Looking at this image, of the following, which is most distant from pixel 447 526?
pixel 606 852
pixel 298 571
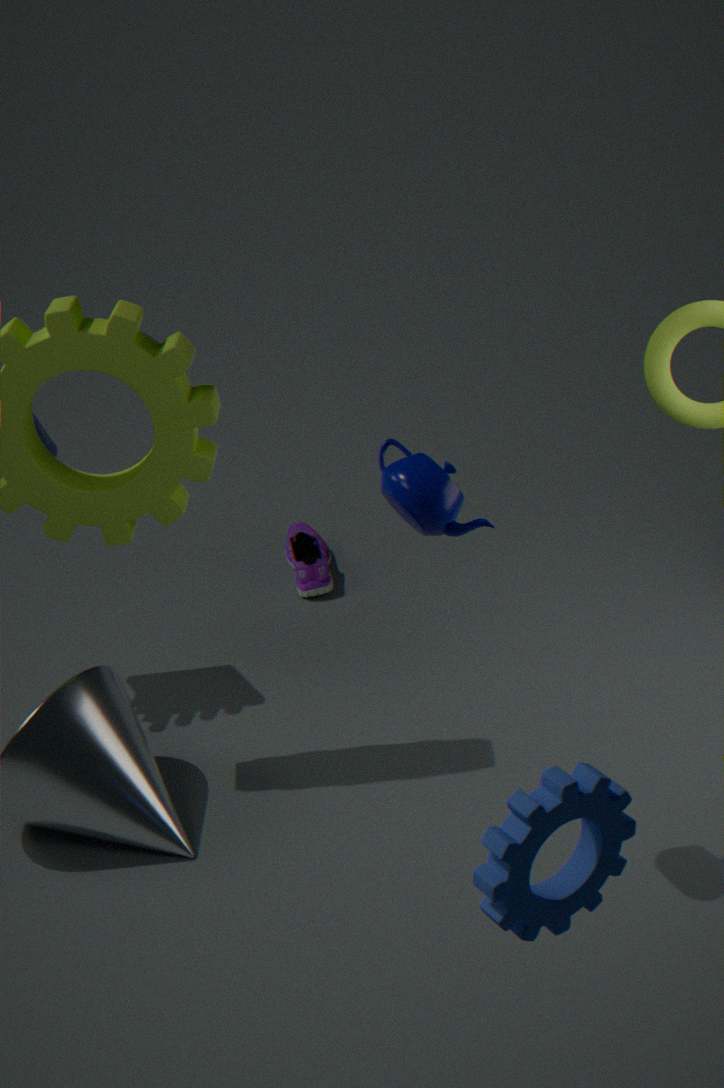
pixel 298 571
